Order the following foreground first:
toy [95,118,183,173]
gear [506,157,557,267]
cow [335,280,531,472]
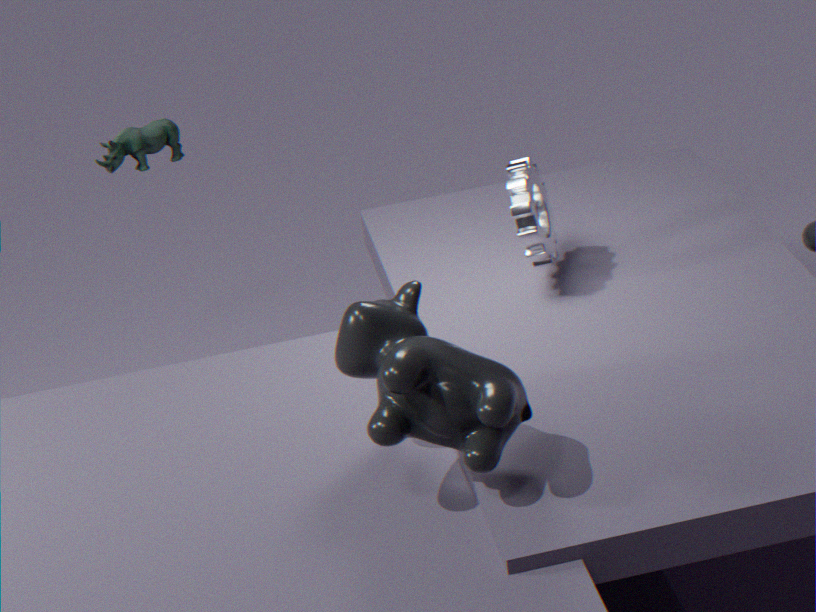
cow [335,280,531,472] → gear [506,157,557,267] → toy [95,118,183,173]
